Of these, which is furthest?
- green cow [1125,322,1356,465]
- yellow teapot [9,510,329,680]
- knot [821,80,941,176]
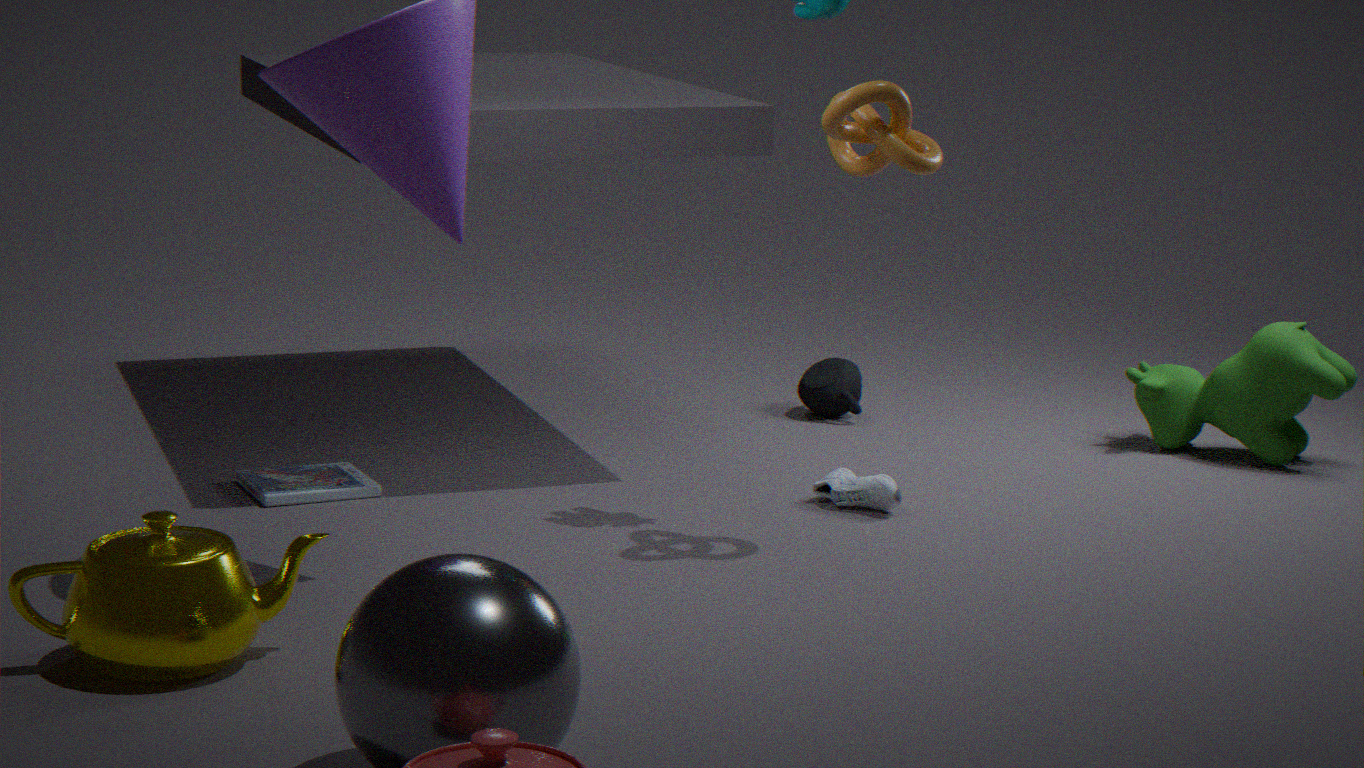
green cow [1125,322,1356,465]
